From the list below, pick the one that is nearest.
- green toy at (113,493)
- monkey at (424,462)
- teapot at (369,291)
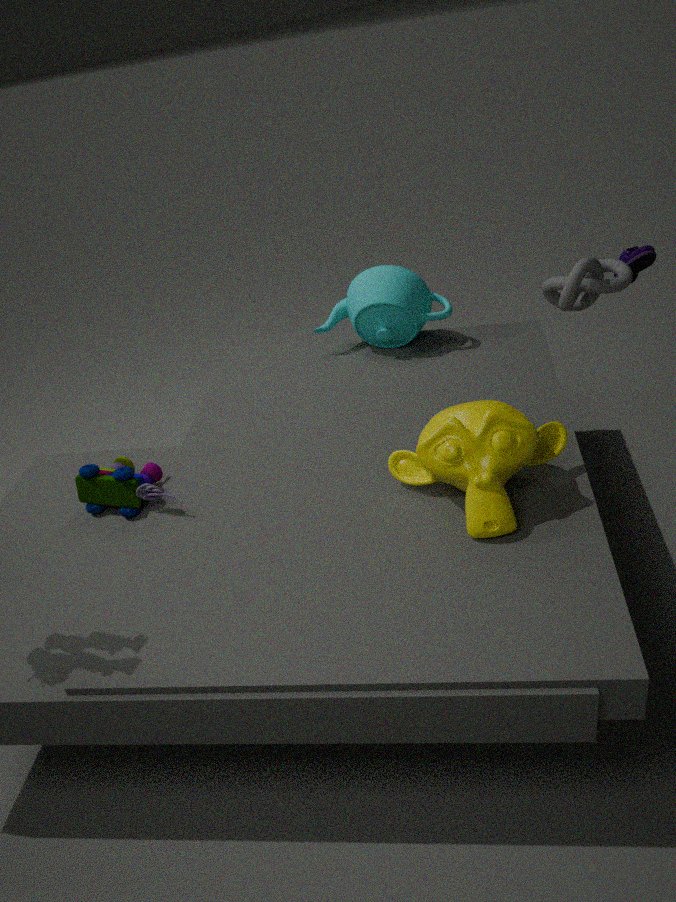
monkey at (424,462)
